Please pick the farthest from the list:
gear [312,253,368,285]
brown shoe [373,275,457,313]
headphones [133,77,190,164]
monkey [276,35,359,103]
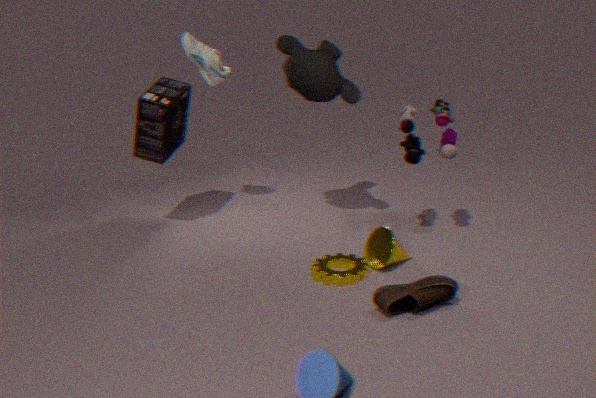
headphones [133,77,190,164]
